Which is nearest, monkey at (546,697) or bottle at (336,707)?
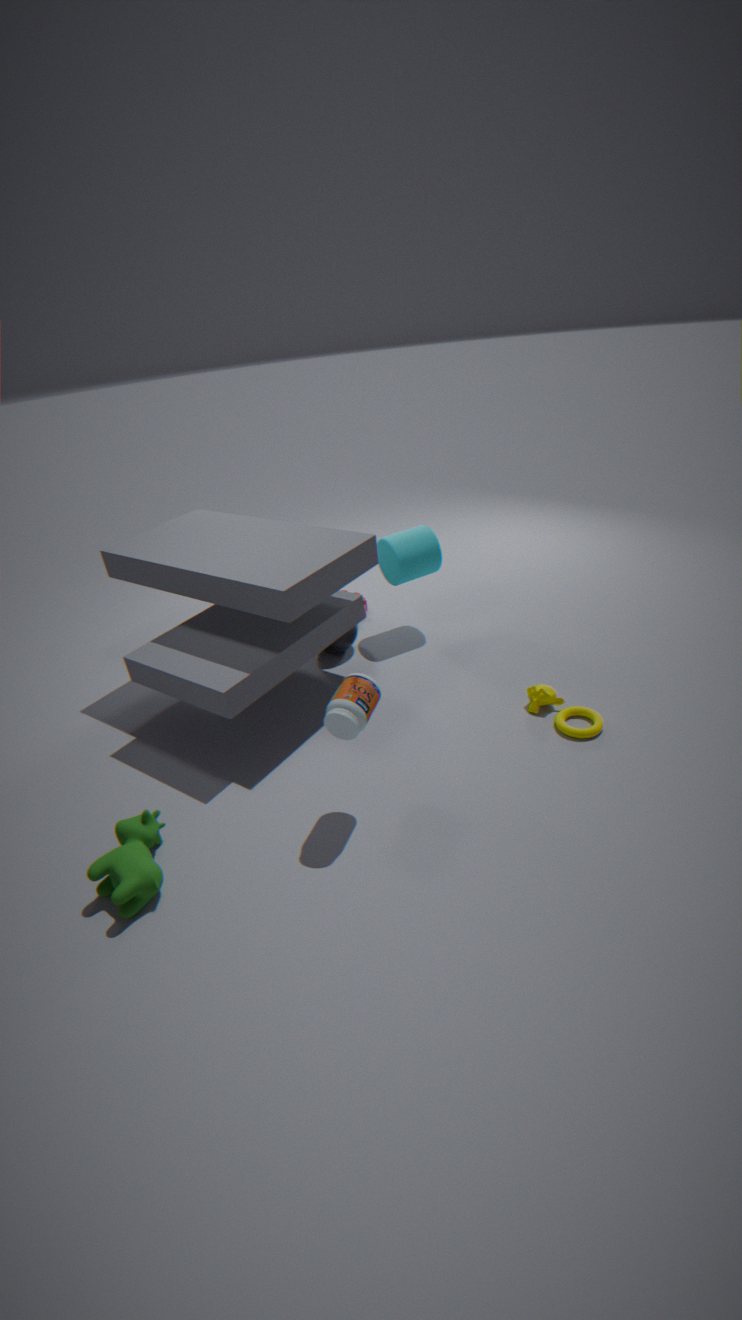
bottle at (336,707)
